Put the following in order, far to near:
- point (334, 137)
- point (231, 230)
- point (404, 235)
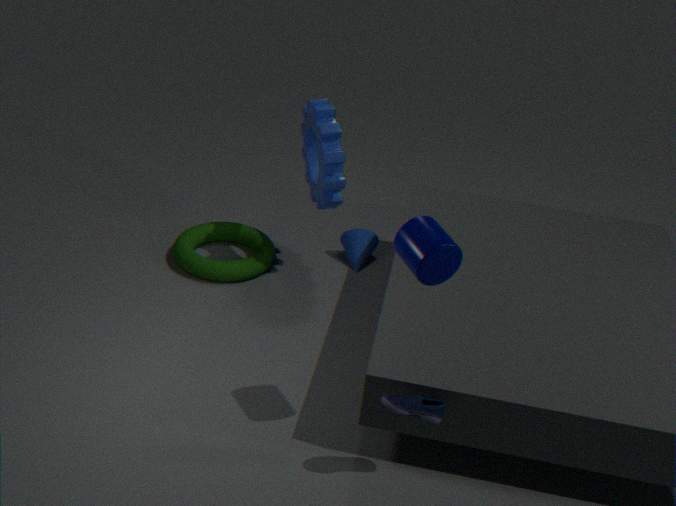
point (231, 230) < point (334, 137) < point (404, 235)
